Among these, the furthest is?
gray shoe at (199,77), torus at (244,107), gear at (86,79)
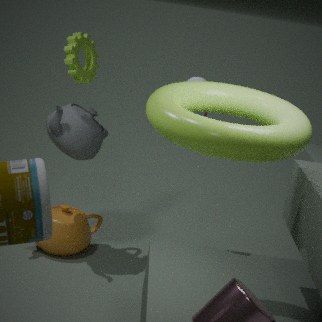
gear at (86,79)
